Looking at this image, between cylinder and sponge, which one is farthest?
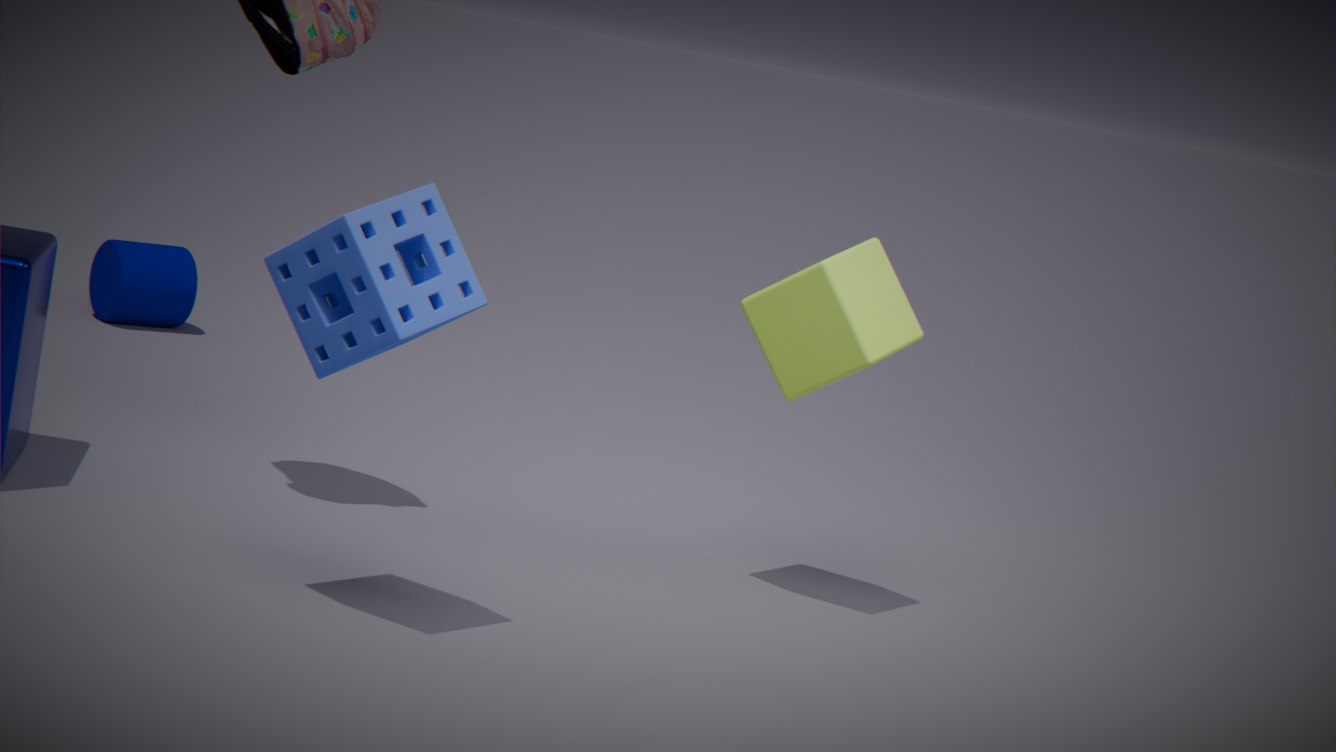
cylinder
